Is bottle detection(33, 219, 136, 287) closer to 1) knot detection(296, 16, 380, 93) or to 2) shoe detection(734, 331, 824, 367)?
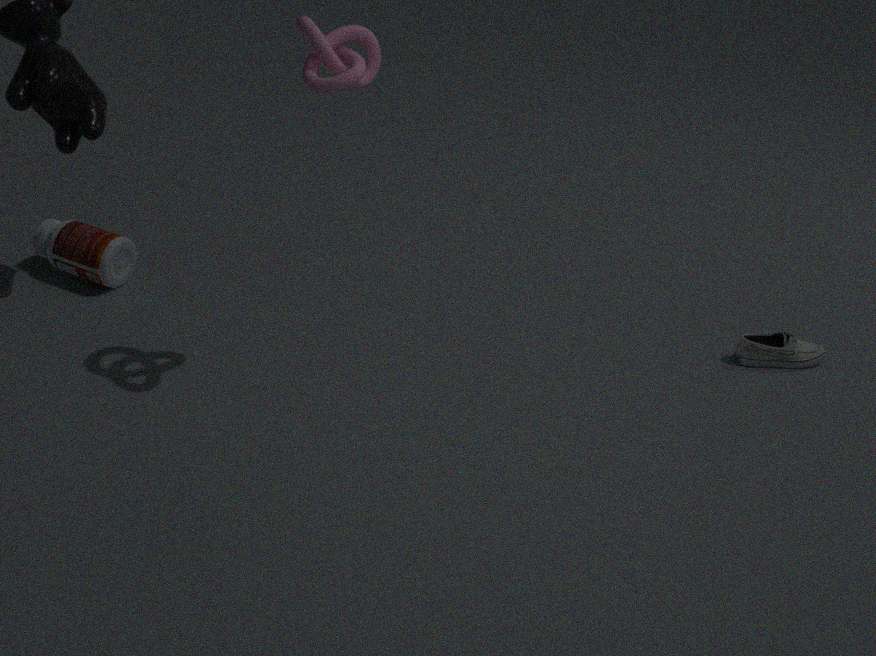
1) knot detection(296, 16, 380, 93)
